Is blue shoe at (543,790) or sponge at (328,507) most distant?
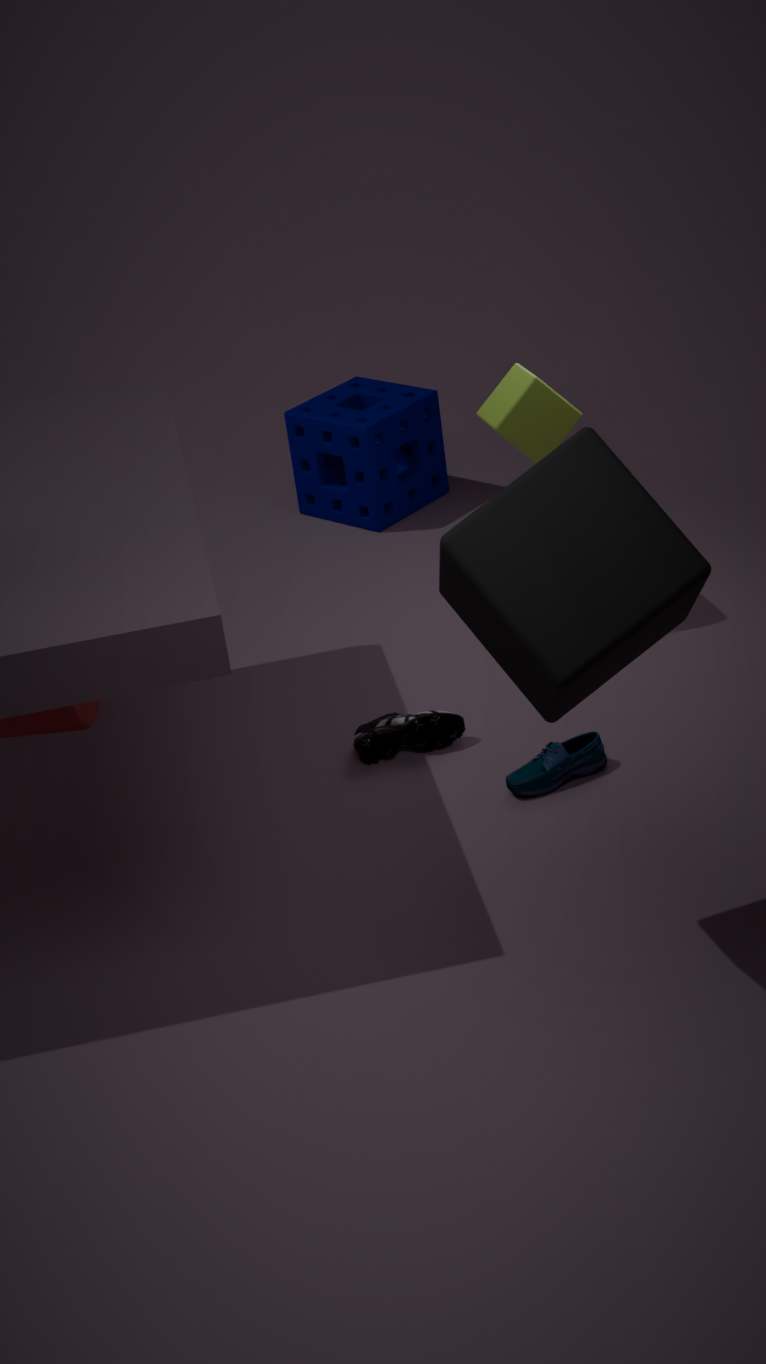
sponge at (328,507)
